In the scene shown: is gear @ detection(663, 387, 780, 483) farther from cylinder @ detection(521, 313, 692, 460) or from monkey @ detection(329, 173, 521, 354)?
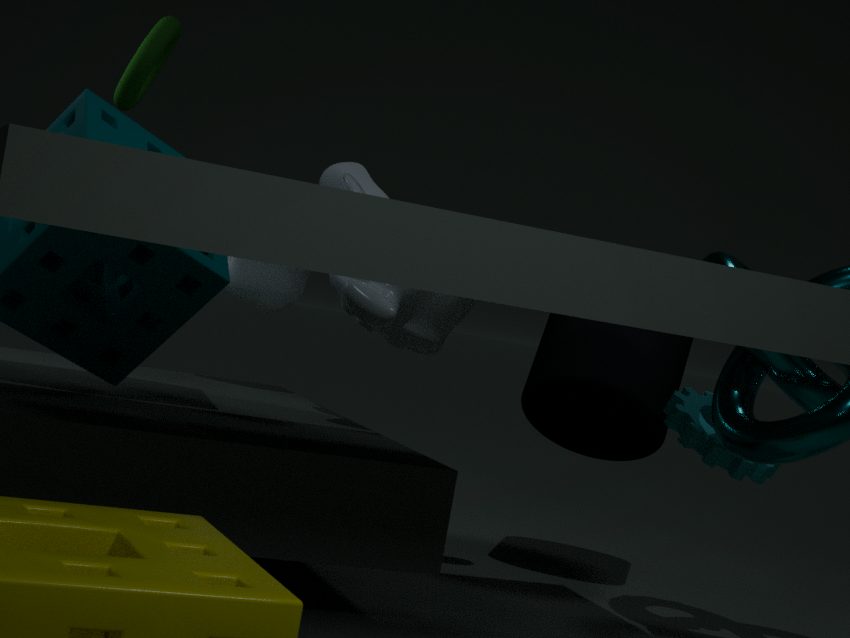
monkey @ detection(329, 173, 521, 354)
